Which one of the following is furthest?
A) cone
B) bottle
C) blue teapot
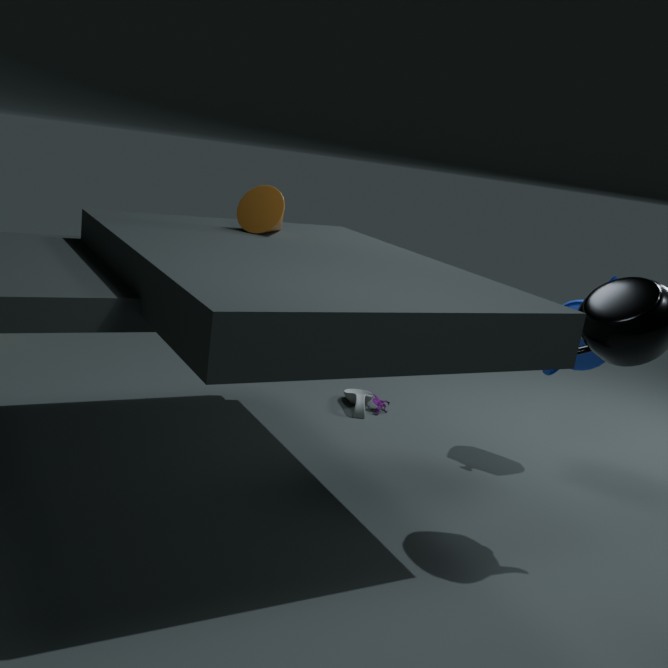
bottle
